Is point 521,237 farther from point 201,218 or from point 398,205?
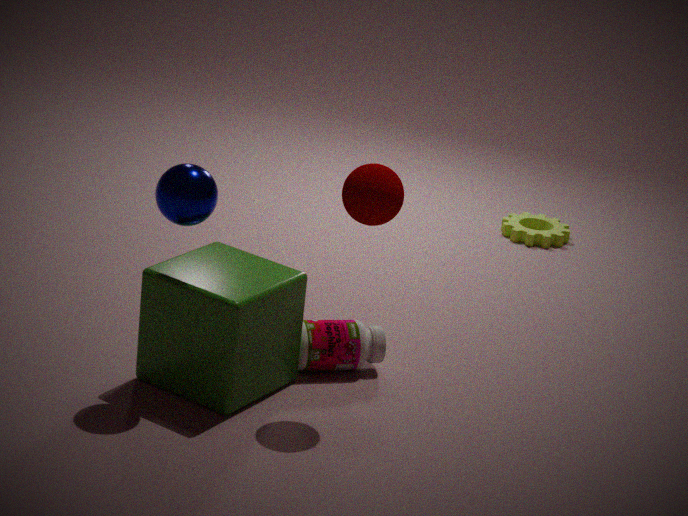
point 201,218
